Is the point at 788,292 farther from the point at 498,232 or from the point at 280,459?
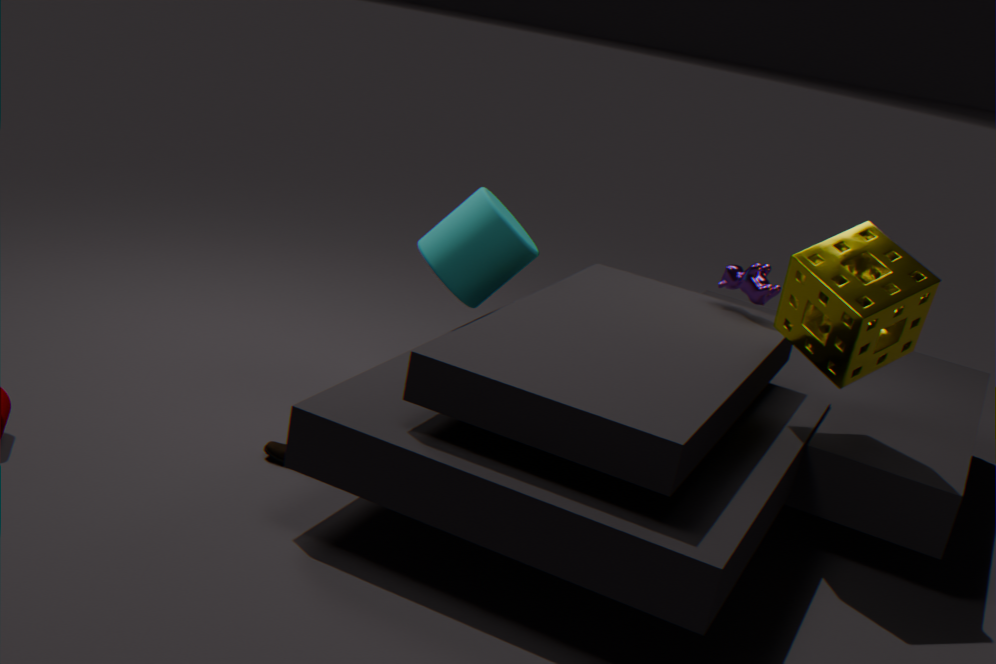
the point at 280,459
